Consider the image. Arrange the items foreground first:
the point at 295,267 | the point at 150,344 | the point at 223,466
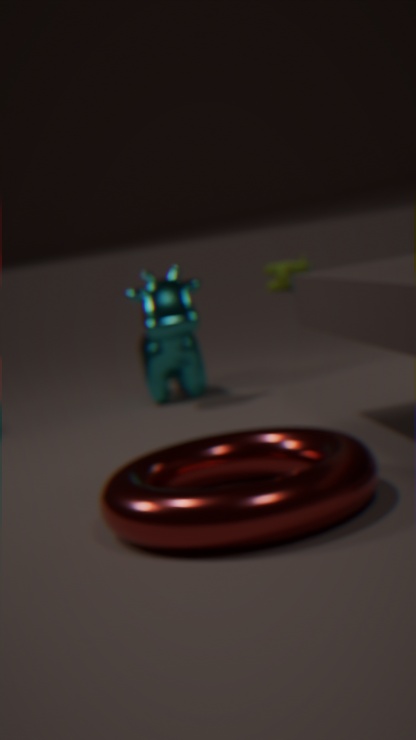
the point at 223,466 → the point at 150,344 → the point at 295,267
